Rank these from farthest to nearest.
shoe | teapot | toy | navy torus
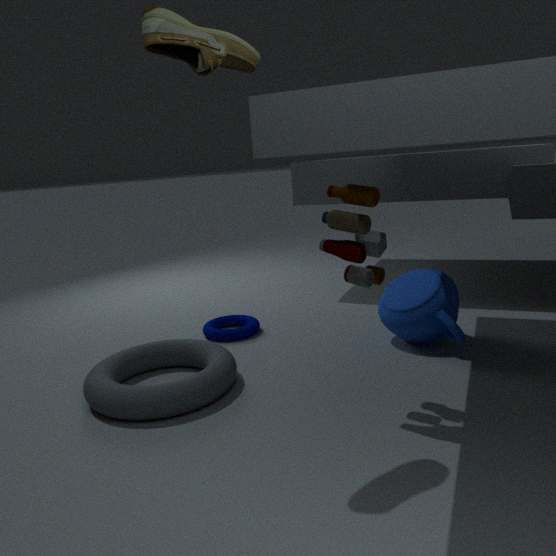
navy torus < teapot < toy < shoe
